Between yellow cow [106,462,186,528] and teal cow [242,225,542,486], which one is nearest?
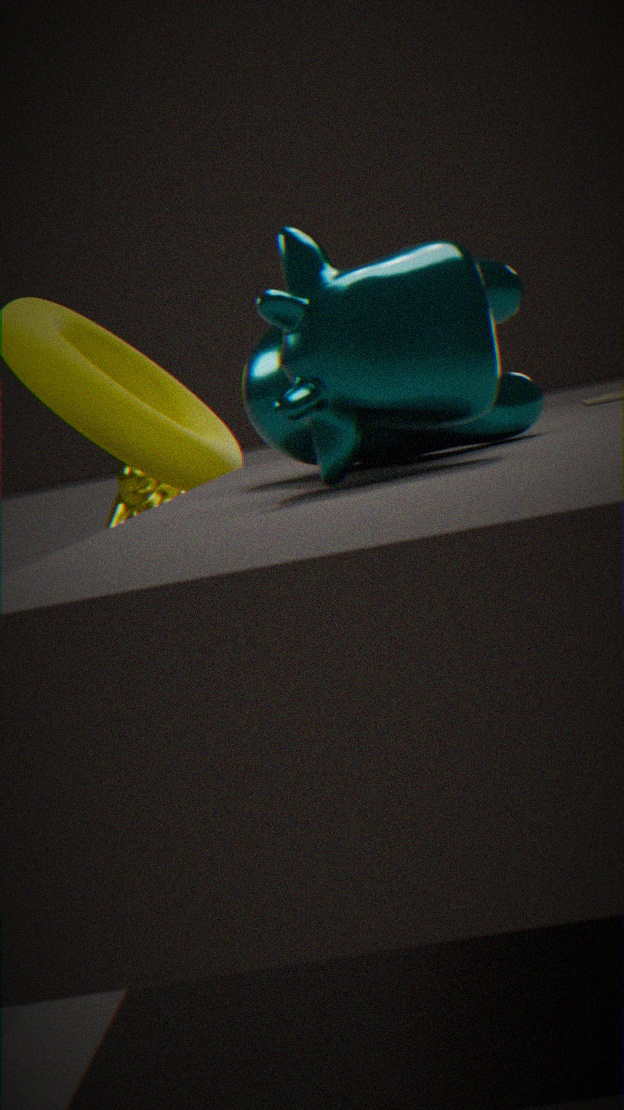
teal cow [242,225,542,486]
